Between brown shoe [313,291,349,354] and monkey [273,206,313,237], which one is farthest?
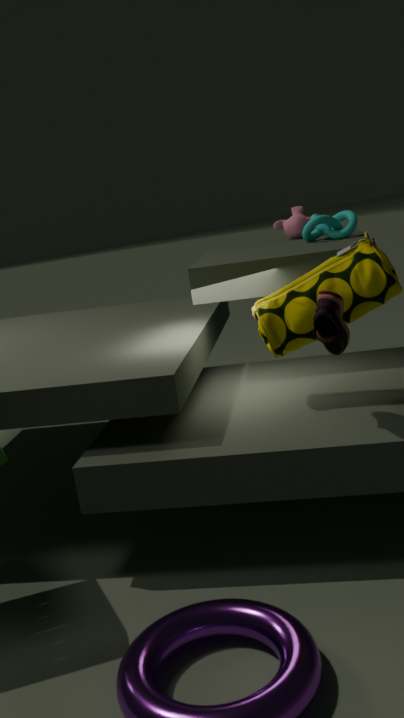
monkey [273,206,313,237]
